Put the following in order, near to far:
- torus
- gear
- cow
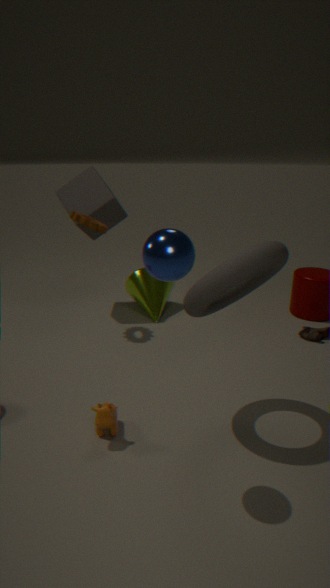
torus
cow
gear
